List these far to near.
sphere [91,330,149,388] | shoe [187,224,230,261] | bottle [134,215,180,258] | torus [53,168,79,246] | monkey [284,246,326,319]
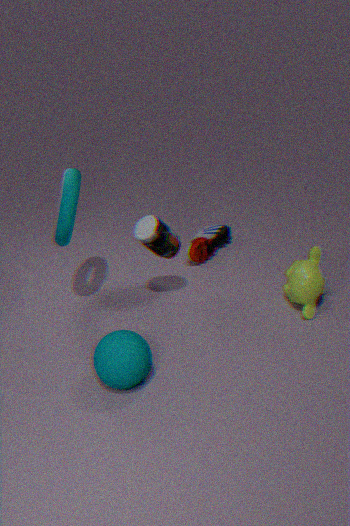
shoe [187,224,230,261], monkey [284,246,326,319], bottle [134,215,180,258], torus [53,168,79,246], sphere [91,330,149,388]
